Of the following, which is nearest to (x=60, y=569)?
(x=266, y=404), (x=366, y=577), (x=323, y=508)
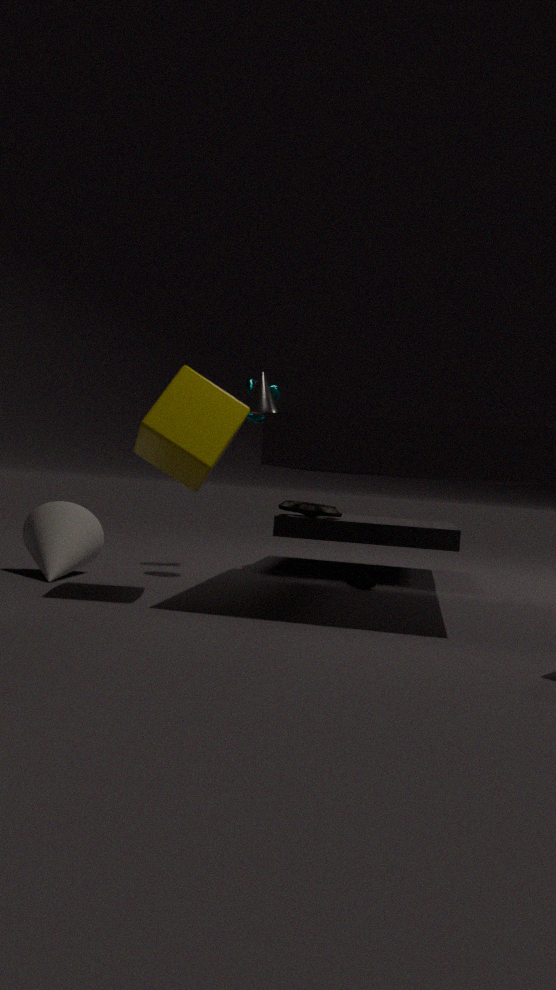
(x=266, y=404)
